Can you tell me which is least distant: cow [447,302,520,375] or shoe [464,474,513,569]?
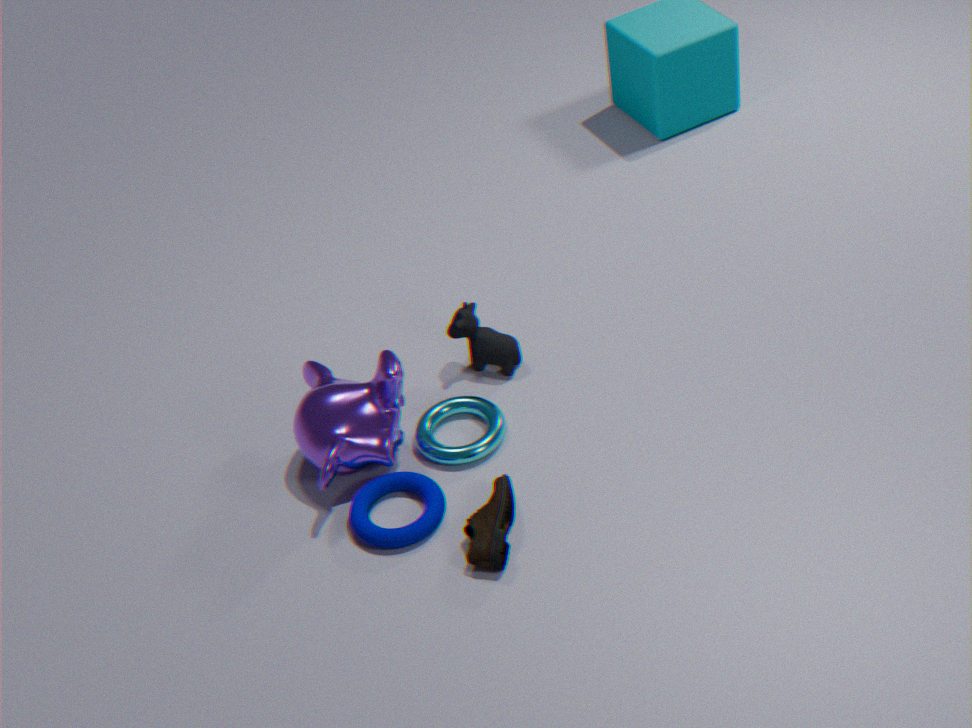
shoe [464,474,513,569]
